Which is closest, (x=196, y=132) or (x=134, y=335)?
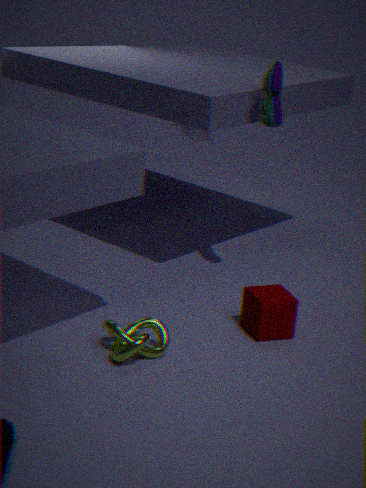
(x=134, y=335)
